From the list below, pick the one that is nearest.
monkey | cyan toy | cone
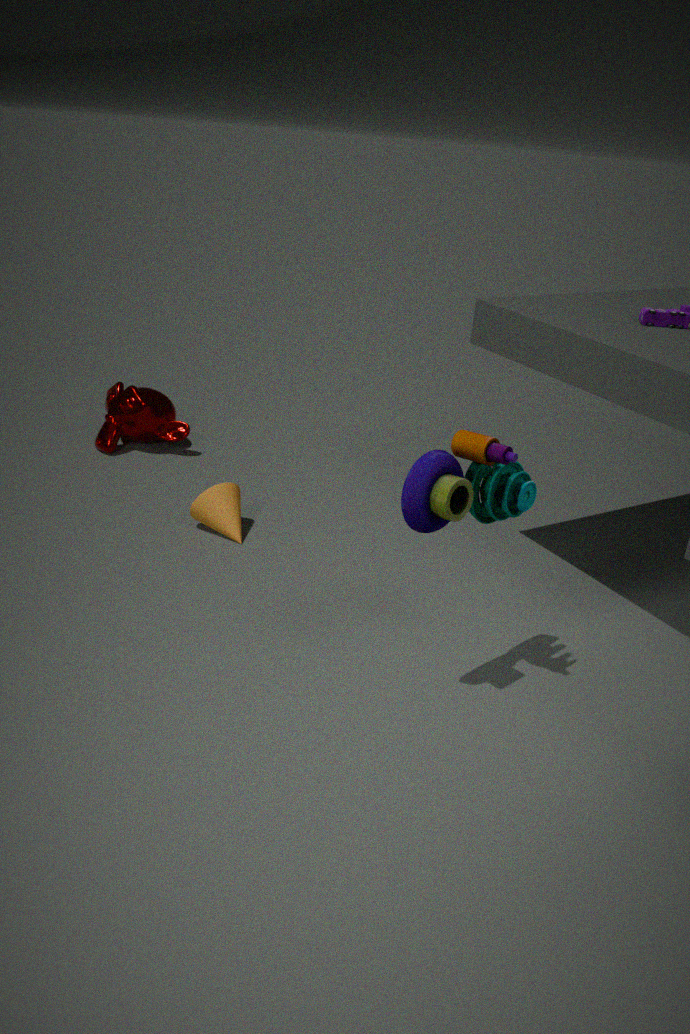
cyan toy
